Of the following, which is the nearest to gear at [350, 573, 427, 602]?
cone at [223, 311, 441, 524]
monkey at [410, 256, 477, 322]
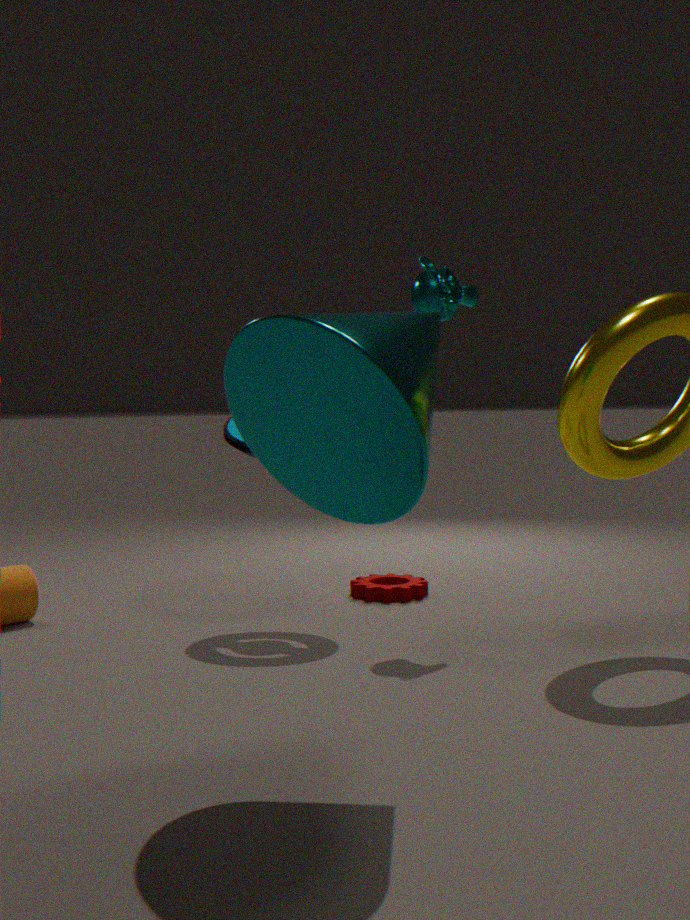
monkey at [410, 256, 477, 322]
